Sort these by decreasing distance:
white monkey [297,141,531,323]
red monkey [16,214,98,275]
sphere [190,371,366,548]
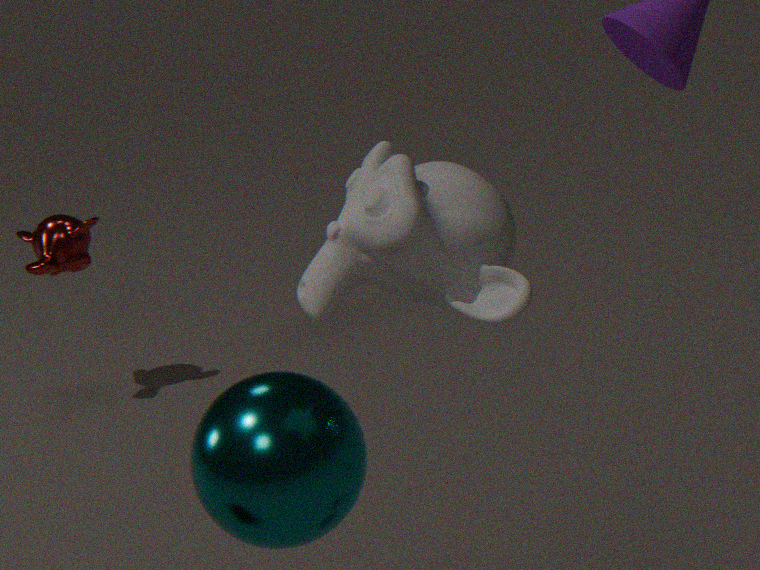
red monkey [16,214,98,275] → sphere [190,371,366,548] → white monkey [297,141,531,323]
